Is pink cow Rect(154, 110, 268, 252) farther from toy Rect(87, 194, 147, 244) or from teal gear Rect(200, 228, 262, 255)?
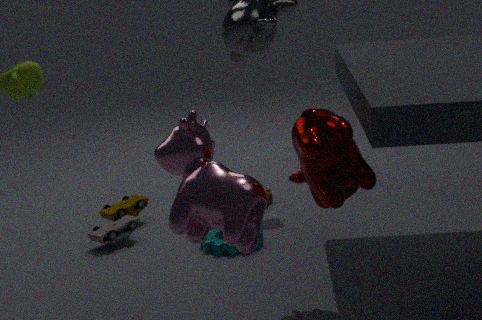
toy Rect(87, 194, 147, 244)
